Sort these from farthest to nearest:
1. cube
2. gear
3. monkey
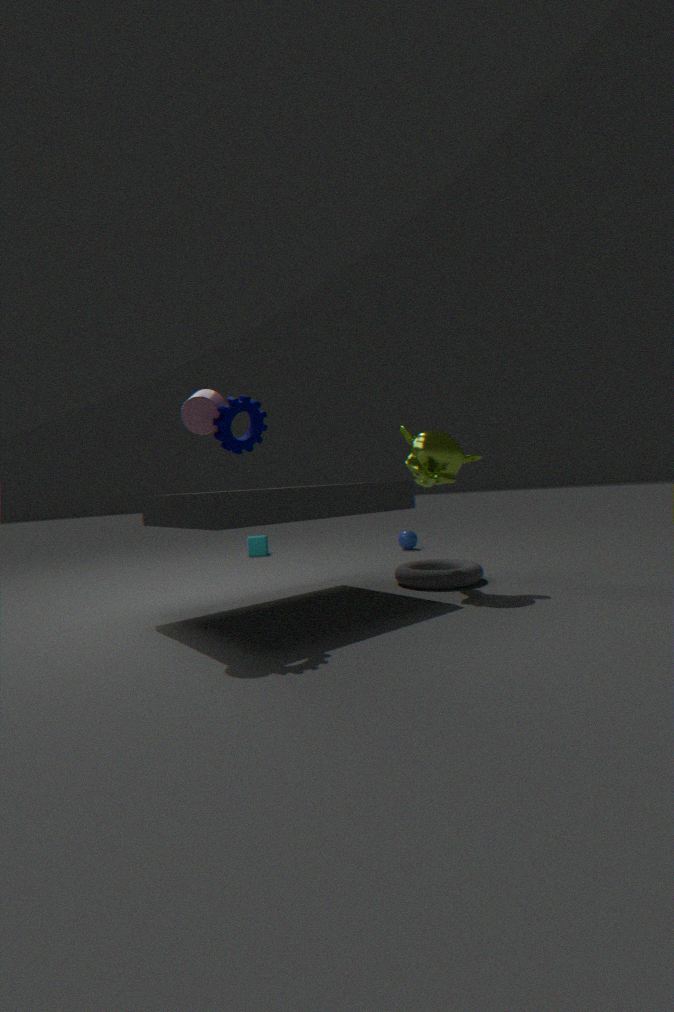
cube, monkey, gear
